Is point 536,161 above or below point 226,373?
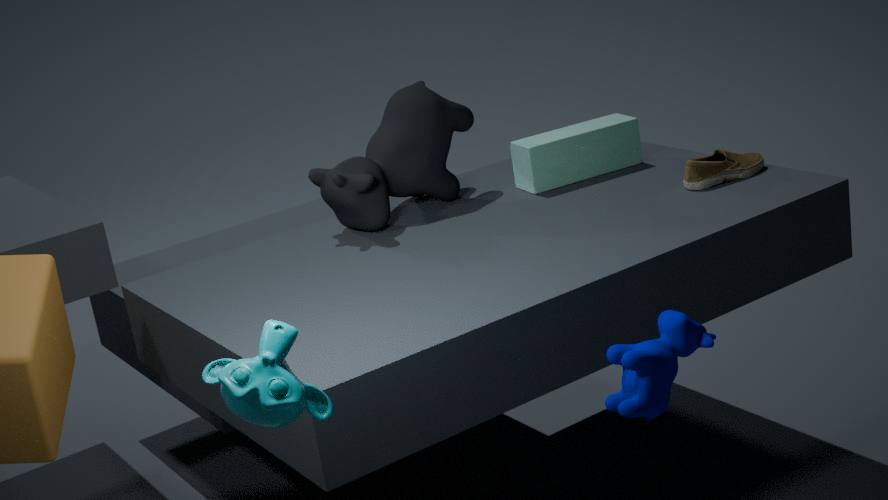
below
